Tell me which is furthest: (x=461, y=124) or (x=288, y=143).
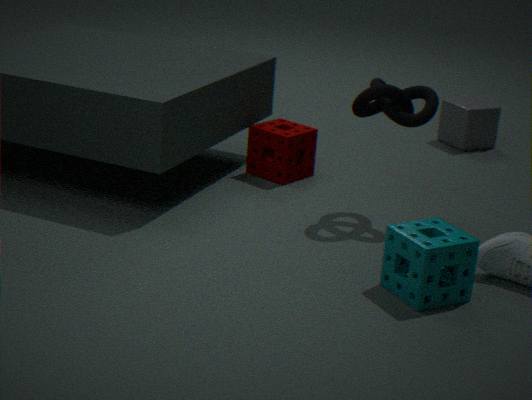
(x=461, y=124)
